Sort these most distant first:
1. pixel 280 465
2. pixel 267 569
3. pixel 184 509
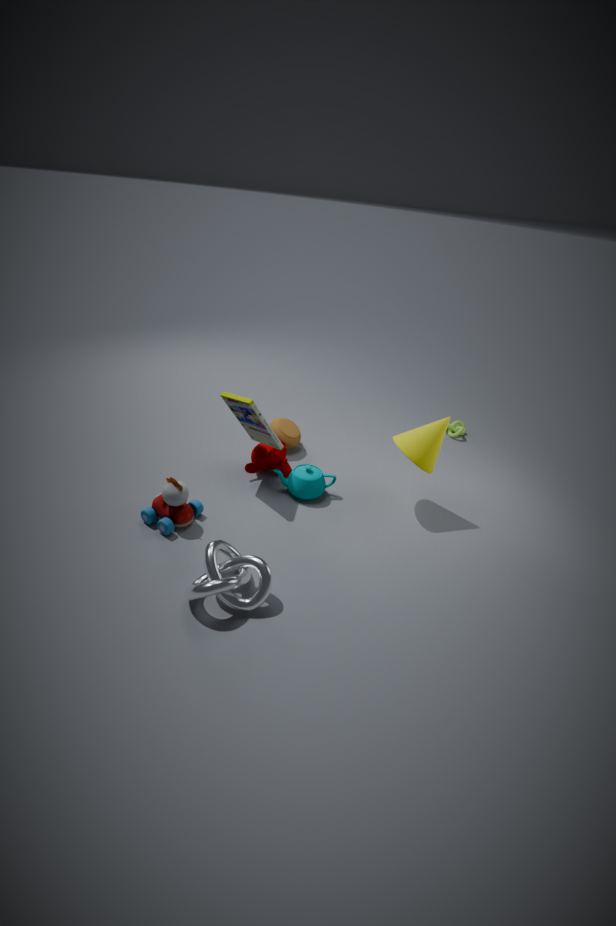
pixel 280 465, pixel 184 509, pixel 267 569
